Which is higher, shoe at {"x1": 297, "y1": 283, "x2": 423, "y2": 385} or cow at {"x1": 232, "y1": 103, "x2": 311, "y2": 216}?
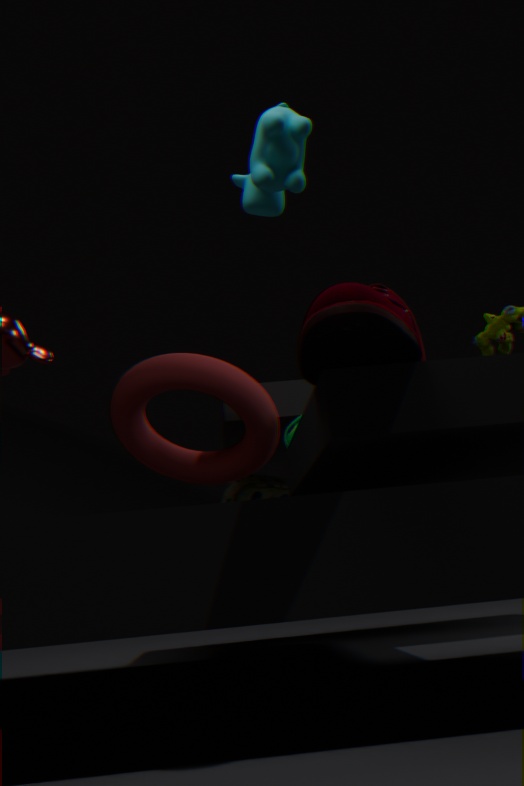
cow at {"x1": 232, "y1": 103, "x2": 311, "y2": 216}
